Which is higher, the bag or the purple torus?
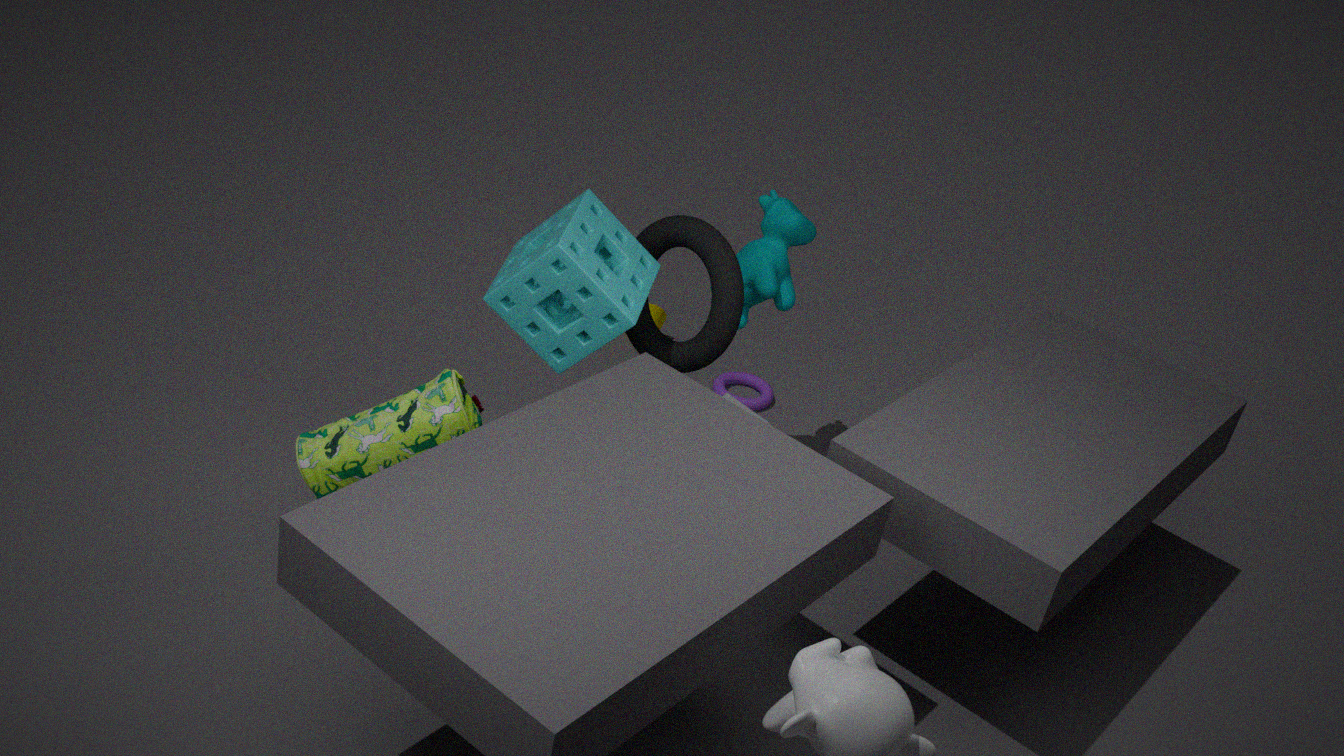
the bag
